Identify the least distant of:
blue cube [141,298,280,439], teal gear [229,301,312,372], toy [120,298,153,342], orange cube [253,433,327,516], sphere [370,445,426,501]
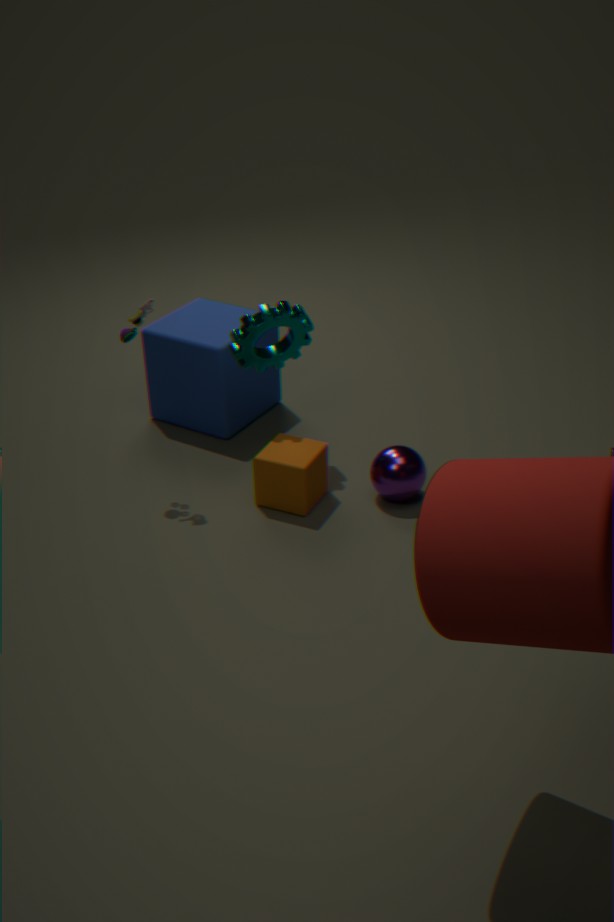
toy [120,298,153,342]
